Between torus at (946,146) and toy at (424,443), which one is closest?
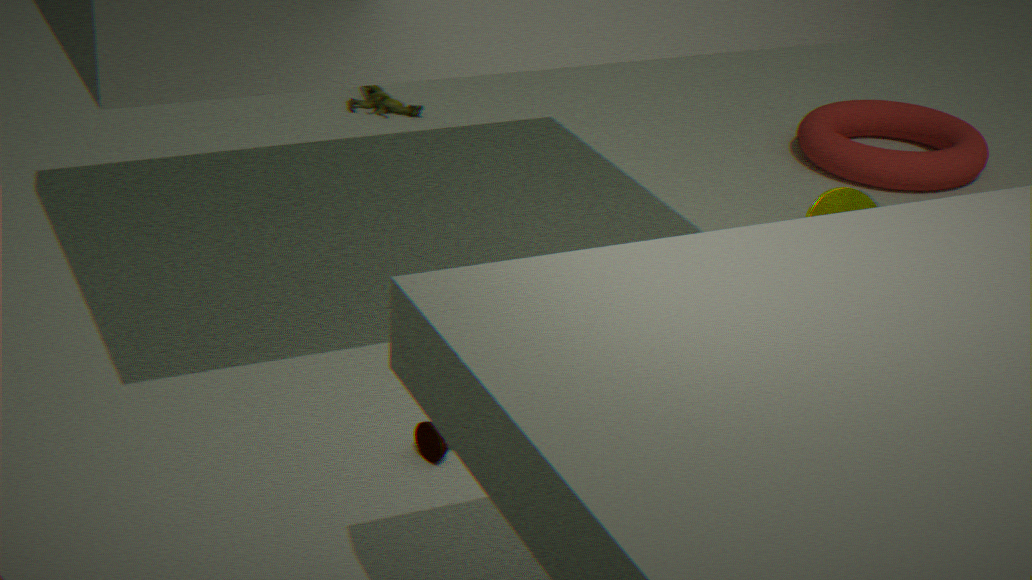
toy at (424,443)
